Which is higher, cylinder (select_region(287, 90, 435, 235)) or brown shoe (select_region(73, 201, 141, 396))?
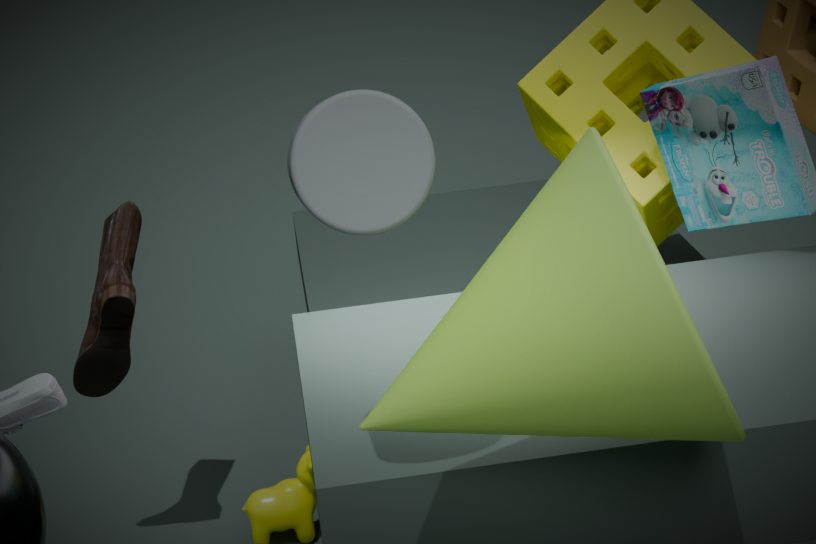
cylinder (select_region(287, 90, 435, 235))
